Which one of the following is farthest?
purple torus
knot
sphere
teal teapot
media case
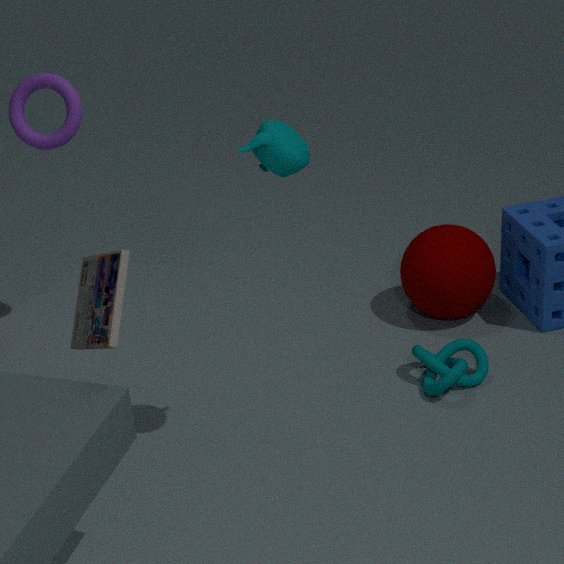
sphere
